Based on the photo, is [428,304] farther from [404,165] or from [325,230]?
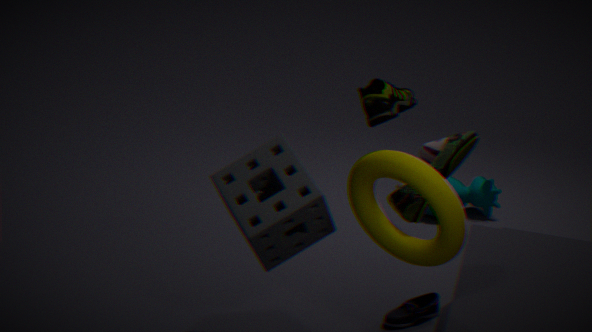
[404,165]
